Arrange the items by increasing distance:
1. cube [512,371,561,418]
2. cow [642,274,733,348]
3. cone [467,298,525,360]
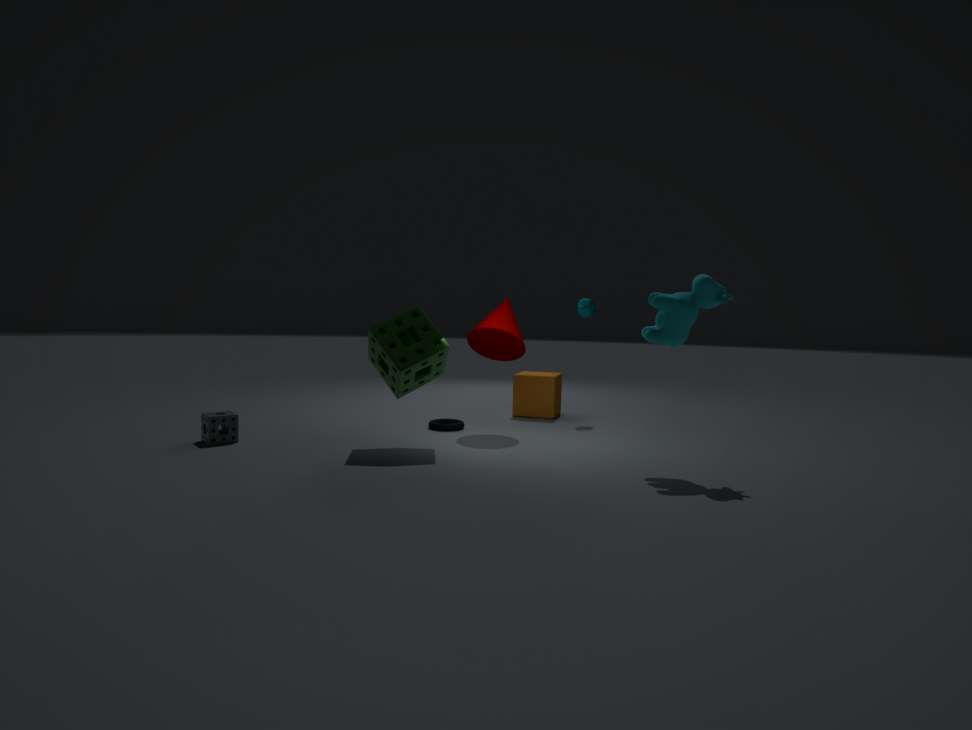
cow [642,274,733,348], cone [467,298,525,360], cube [512,371,561,418]
